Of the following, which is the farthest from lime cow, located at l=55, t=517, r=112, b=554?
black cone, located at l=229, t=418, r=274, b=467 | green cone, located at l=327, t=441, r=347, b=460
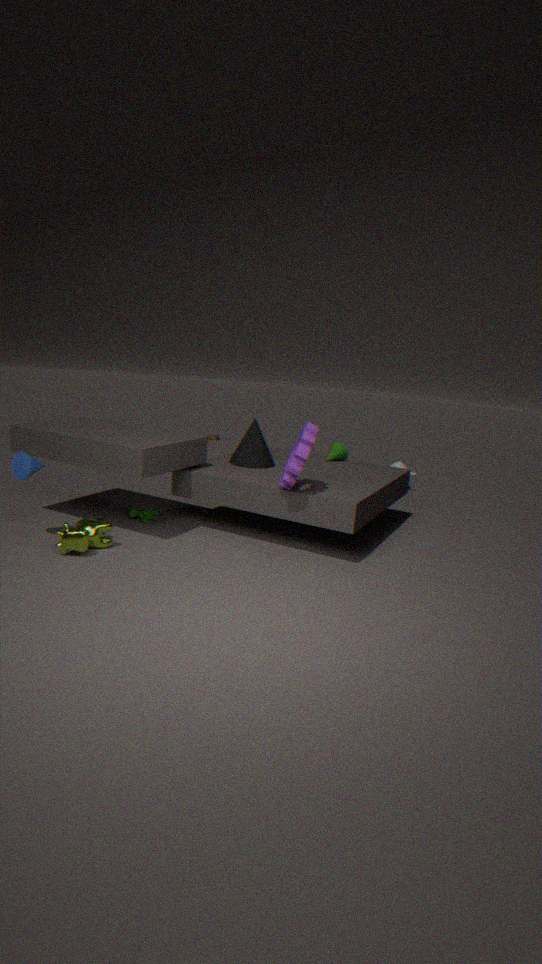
green cone, located at l=327, t=441, r=347, b=460
